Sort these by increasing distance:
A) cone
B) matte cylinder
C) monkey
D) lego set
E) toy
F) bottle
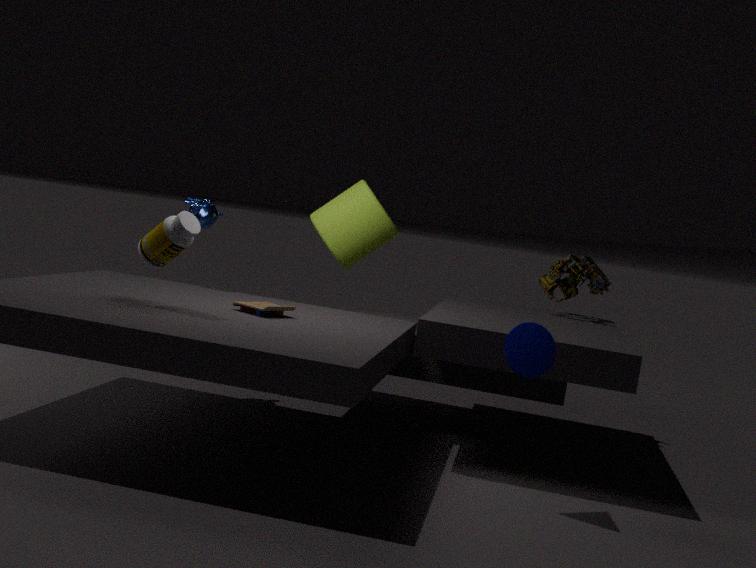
cone → bottle → toy → monkey → matte cylinder → lego set
